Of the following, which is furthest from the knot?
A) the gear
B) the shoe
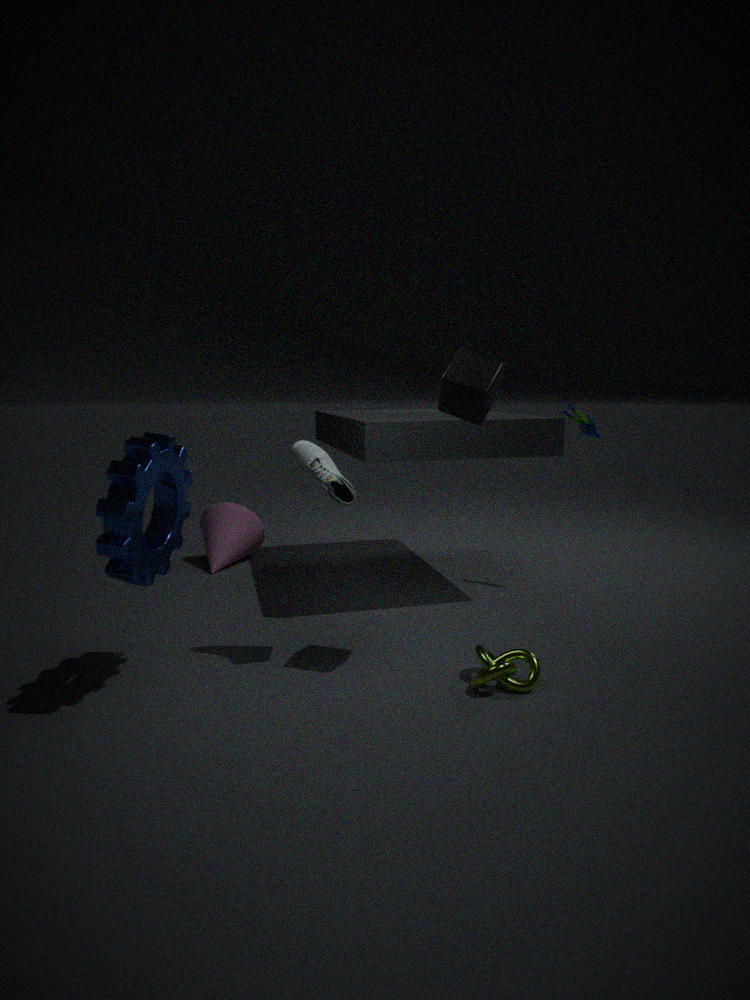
the gear
